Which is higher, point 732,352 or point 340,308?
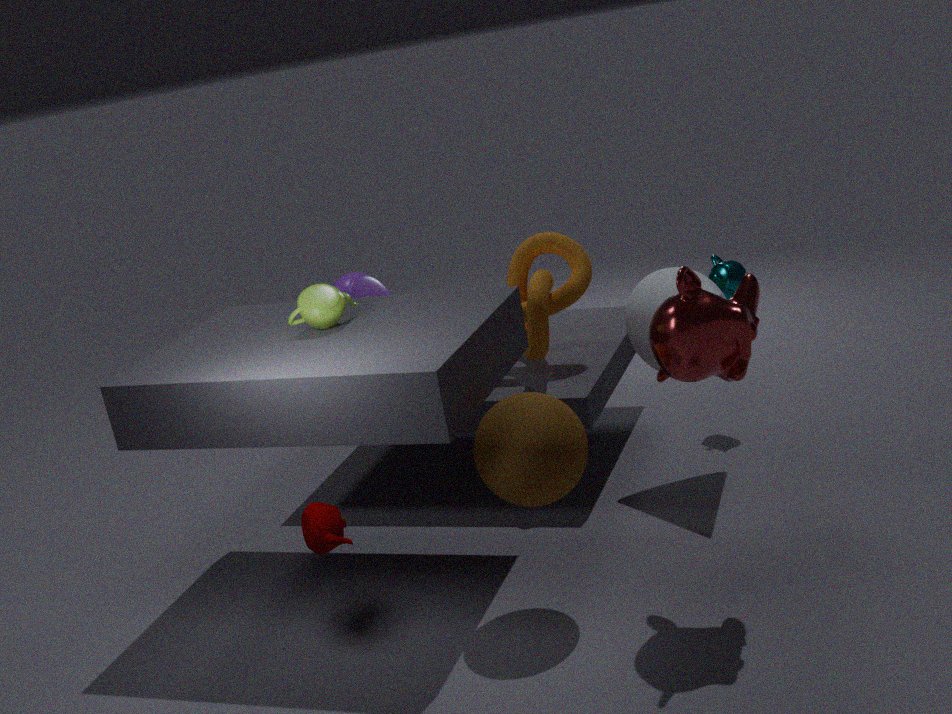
point 340,308
